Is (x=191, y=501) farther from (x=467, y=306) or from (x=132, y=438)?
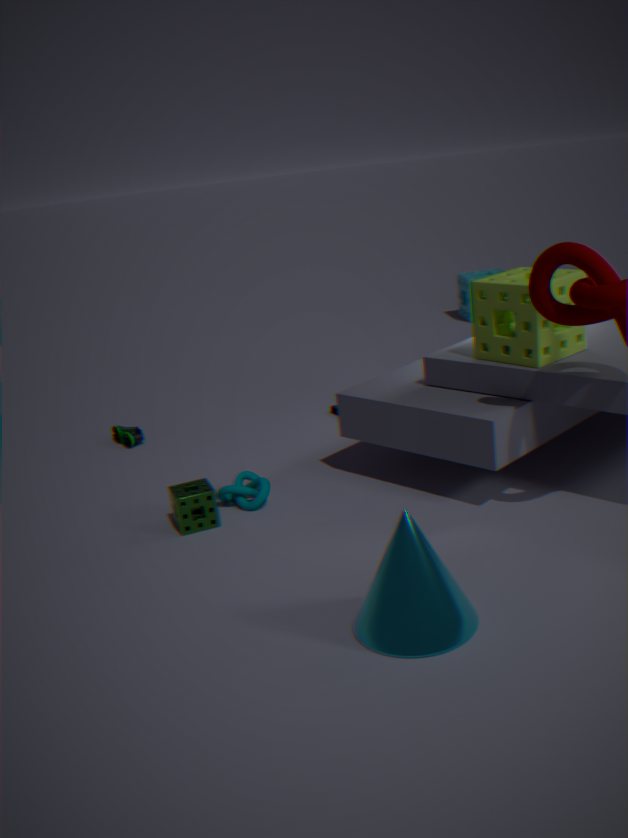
(x=467, y=306)
